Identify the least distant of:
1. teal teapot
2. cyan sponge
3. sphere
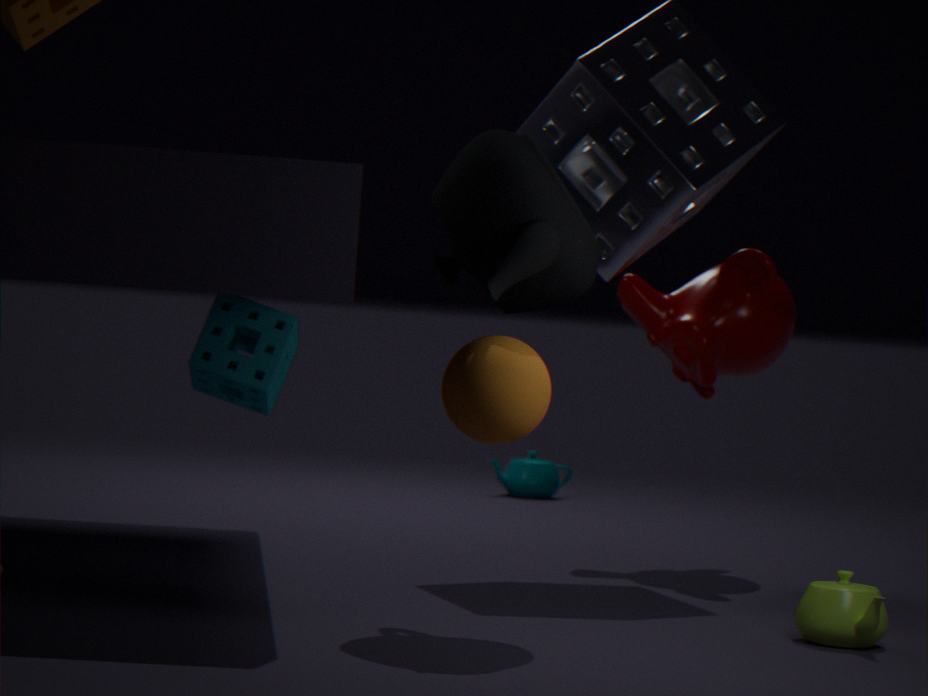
sphere
